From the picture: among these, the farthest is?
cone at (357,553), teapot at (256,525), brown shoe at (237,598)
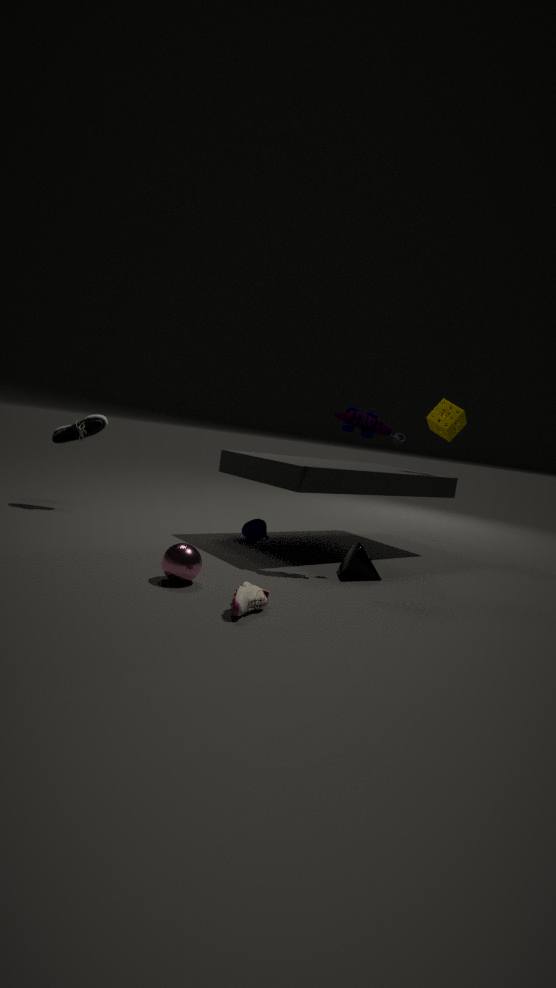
teapot at (256,525)
